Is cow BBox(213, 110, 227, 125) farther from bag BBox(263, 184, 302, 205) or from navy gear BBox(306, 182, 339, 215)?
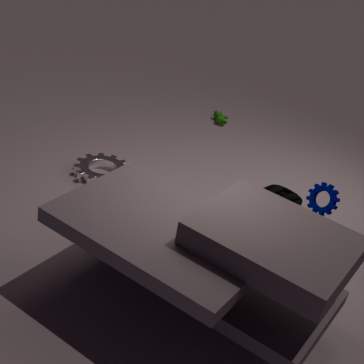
navy gear BBox(306, 182, 339, 215)
